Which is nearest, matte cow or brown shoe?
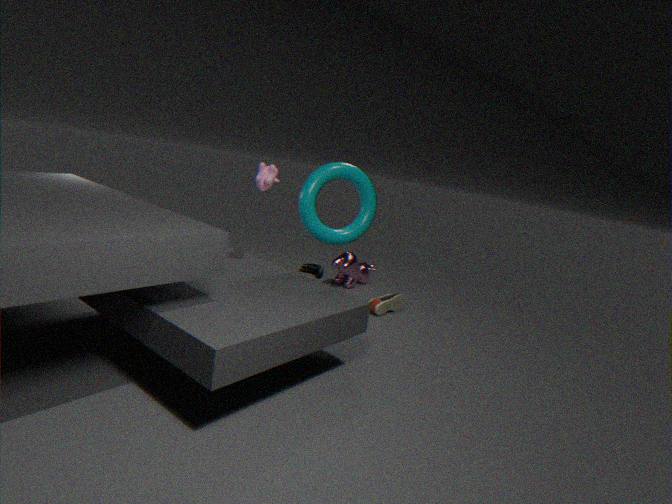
matte cow
